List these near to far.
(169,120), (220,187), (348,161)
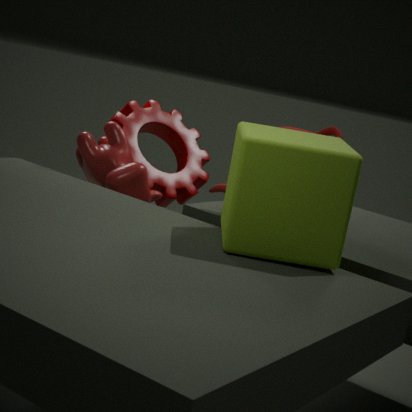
(348,161)
(220,187)
(169,120)
